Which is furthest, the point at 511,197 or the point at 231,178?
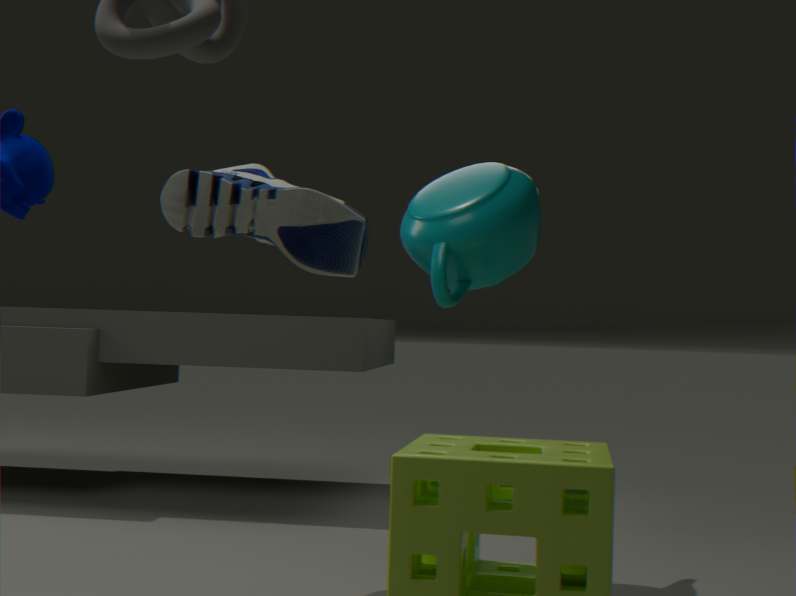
the point at 511,197
